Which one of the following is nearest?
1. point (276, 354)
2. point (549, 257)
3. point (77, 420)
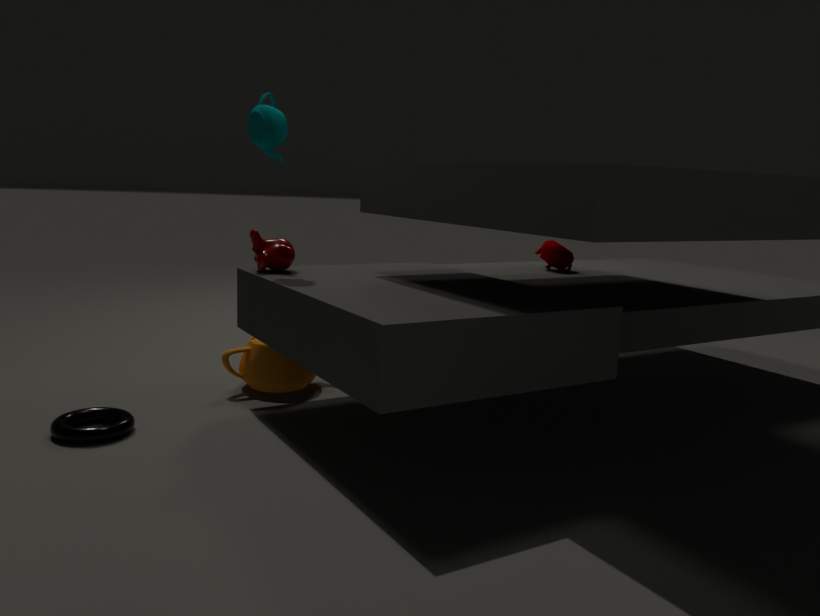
A: point (77, 420)
